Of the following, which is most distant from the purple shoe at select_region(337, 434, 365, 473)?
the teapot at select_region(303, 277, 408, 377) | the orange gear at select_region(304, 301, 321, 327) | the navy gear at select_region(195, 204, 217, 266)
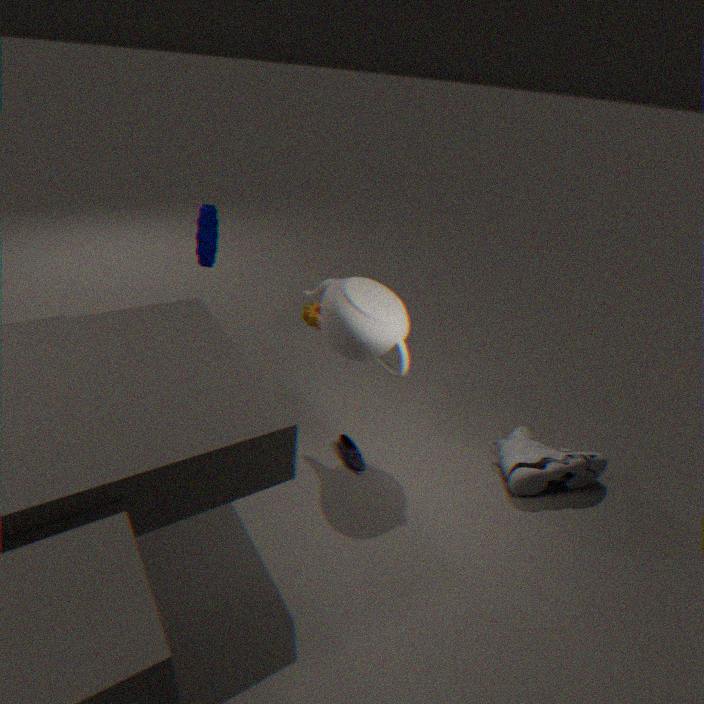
the orange gear at select_region(304, 301, 321, 327)
